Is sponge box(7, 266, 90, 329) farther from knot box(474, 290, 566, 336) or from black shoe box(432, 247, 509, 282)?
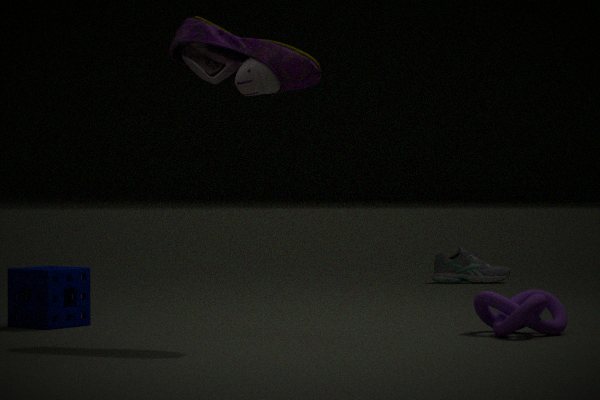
black shoe box(432, 247, 509, 282)
